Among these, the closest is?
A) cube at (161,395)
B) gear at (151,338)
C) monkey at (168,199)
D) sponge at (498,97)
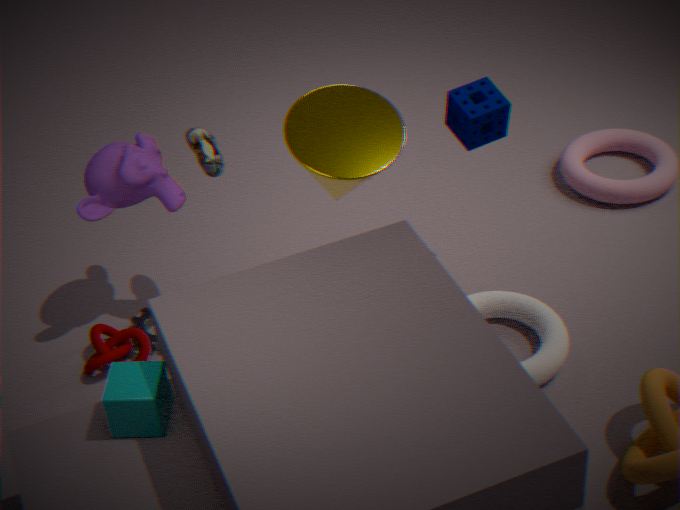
cube at (161,395)
